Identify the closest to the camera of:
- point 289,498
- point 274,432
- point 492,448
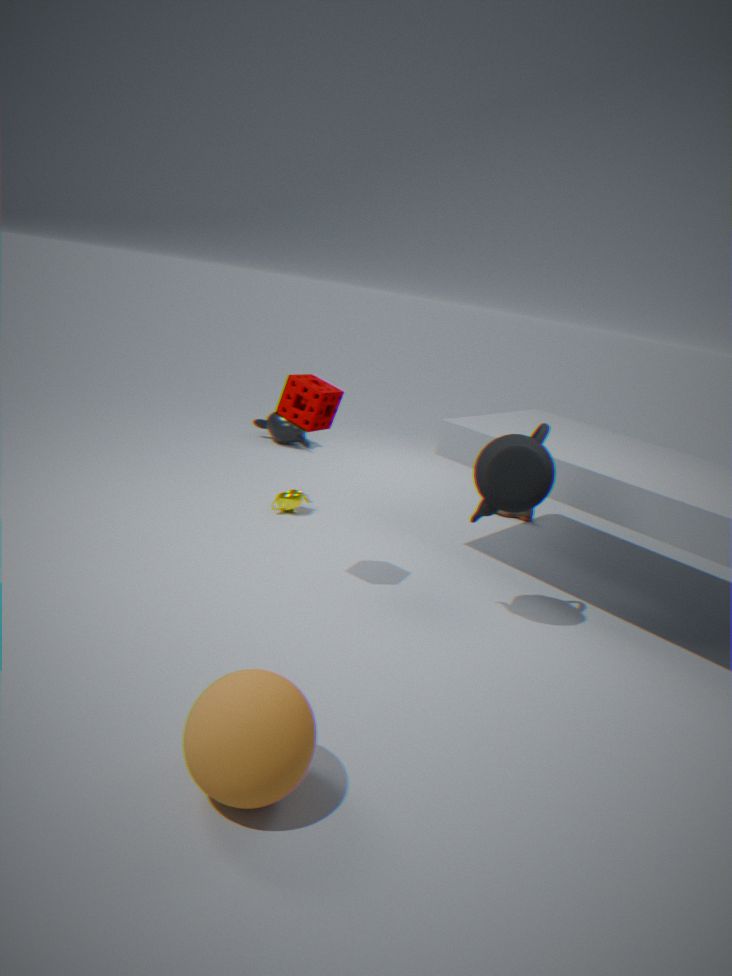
point 492,448
